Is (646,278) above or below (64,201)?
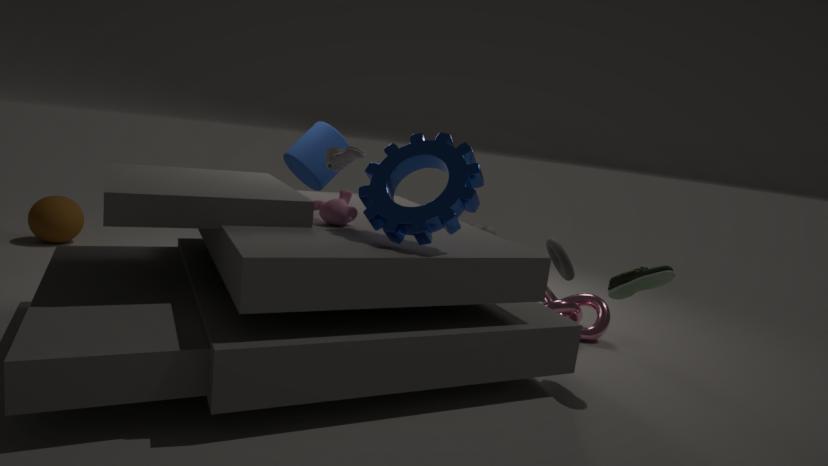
above
